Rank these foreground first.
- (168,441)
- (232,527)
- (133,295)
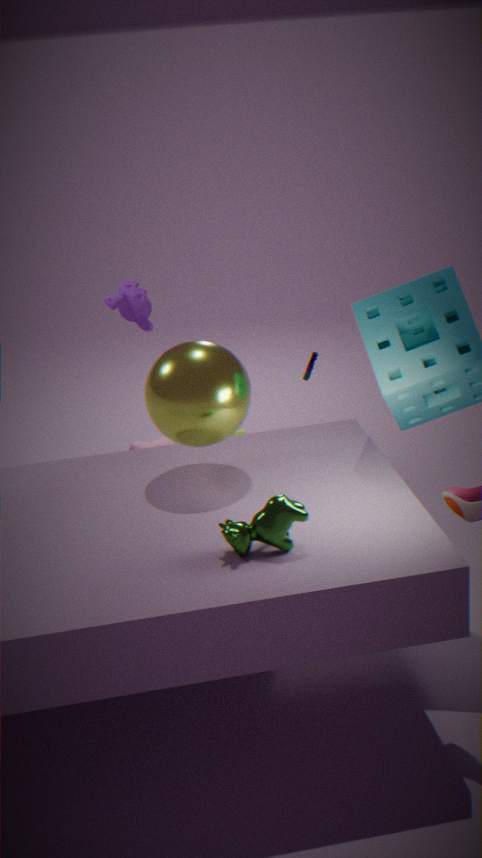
(232,527) < (133,295) < (168,441)
